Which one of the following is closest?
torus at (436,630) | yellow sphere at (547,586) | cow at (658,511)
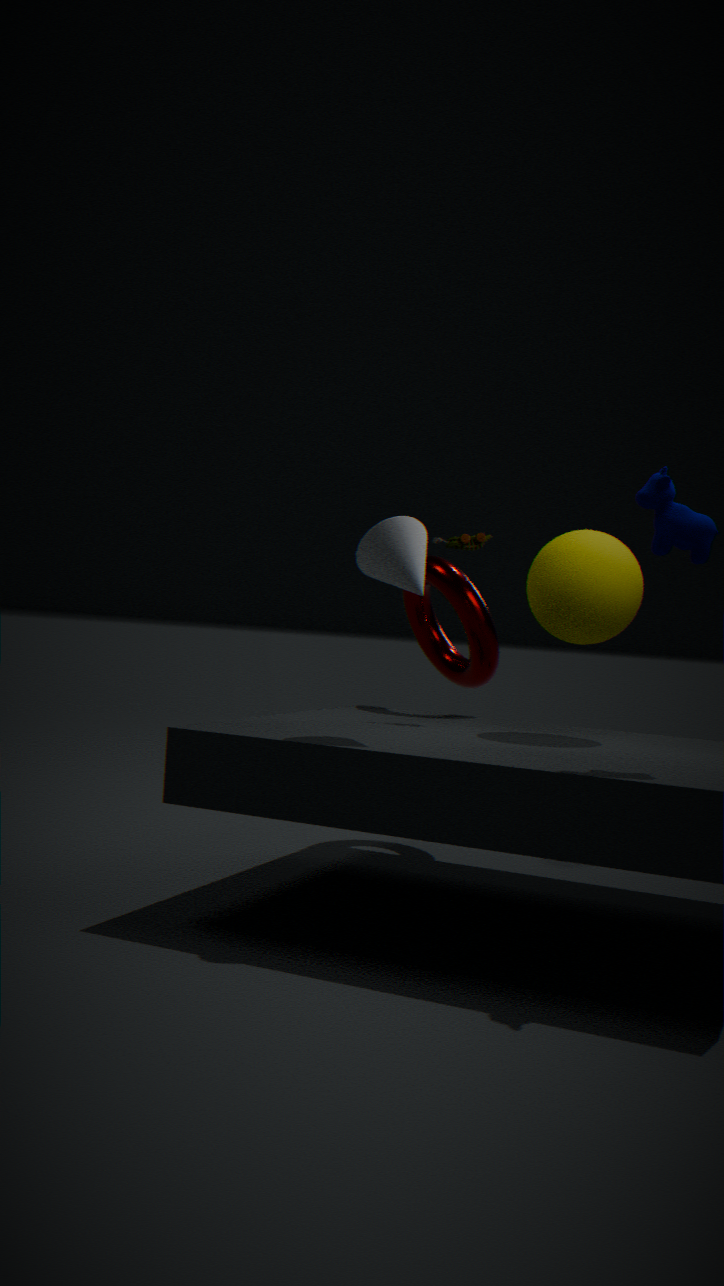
cow at (658,511)
